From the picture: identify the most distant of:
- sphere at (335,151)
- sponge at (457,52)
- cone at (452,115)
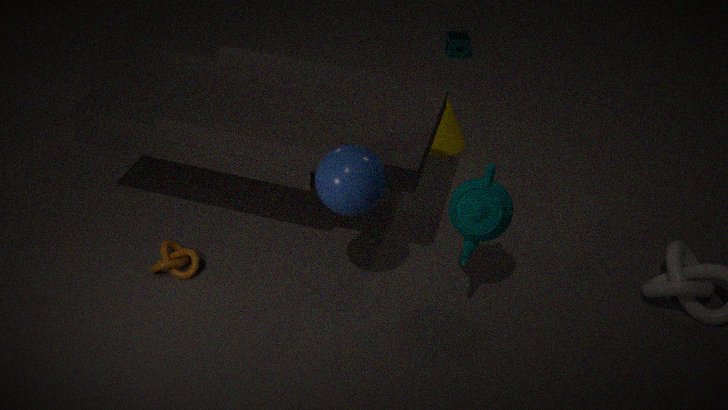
sponge at (457,52)
